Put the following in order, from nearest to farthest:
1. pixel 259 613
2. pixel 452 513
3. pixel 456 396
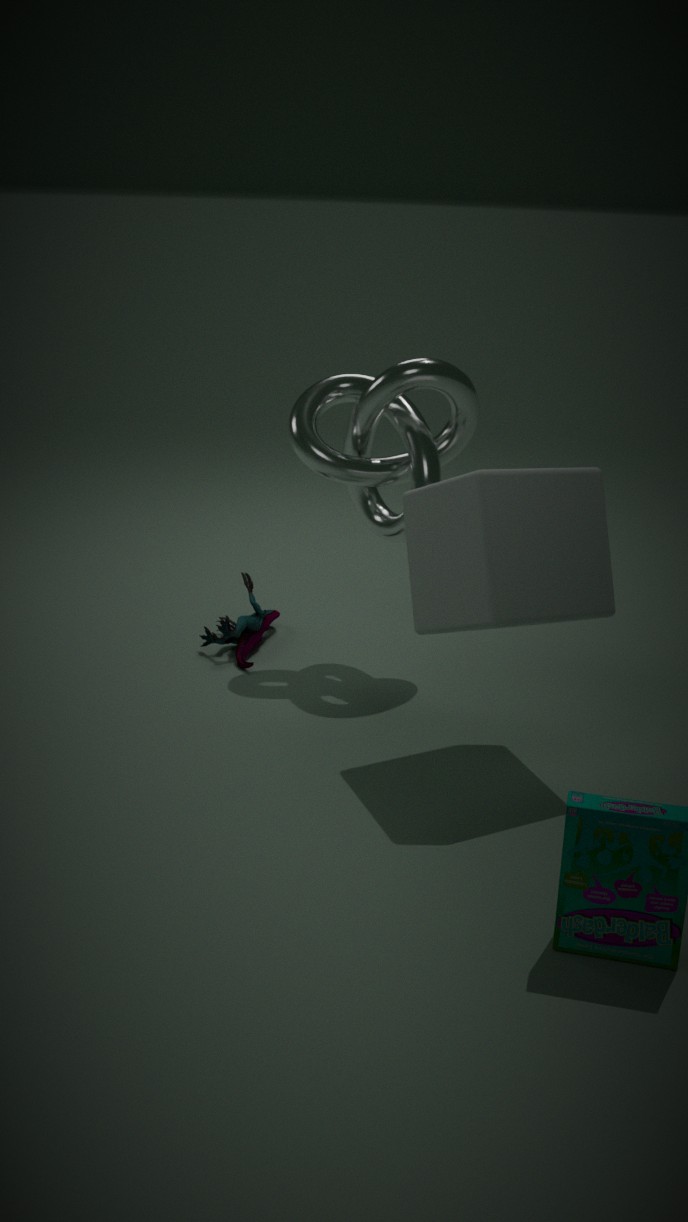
pixel 452 513
pixel 456 396
pixel 259 613
